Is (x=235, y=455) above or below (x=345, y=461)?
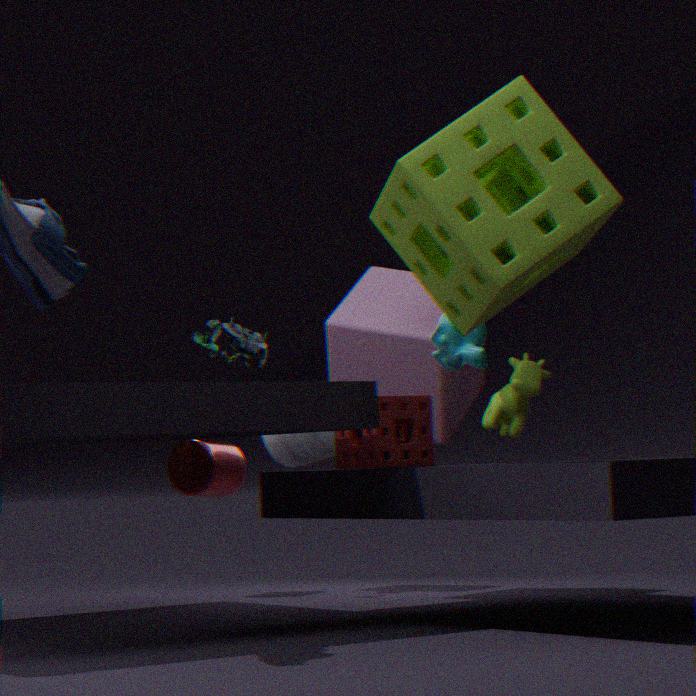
below
